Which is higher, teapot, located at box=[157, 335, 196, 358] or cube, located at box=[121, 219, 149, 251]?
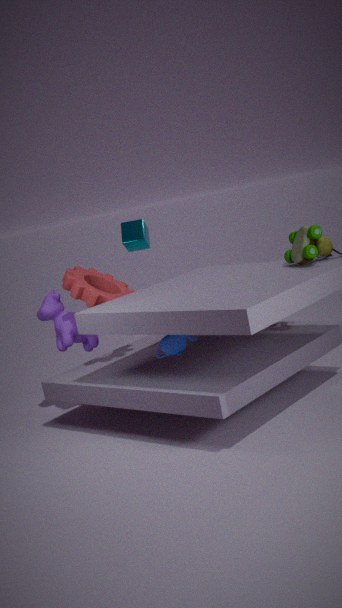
cube, located at box=[121, 219, 149, 251]
